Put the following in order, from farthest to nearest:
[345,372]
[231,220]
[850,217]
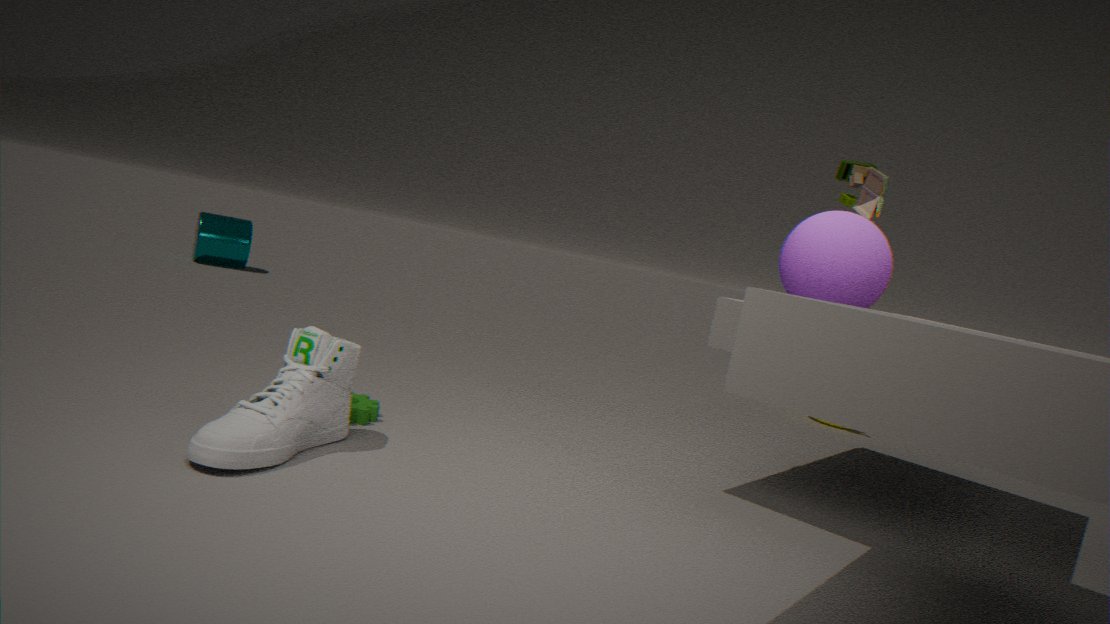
[231,220] → [850,217] → [345,372]
